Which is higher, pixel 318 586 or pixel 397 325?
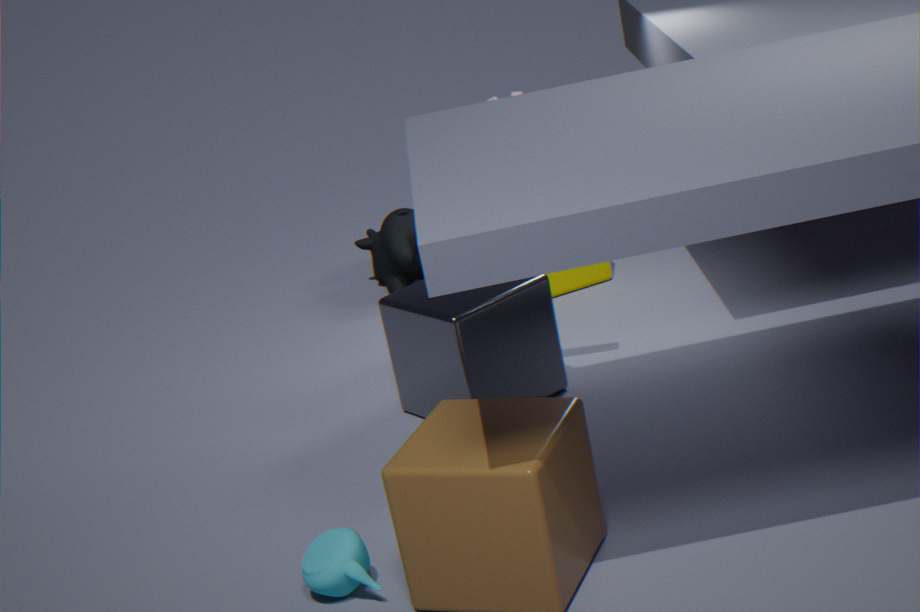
pixel 397 325
